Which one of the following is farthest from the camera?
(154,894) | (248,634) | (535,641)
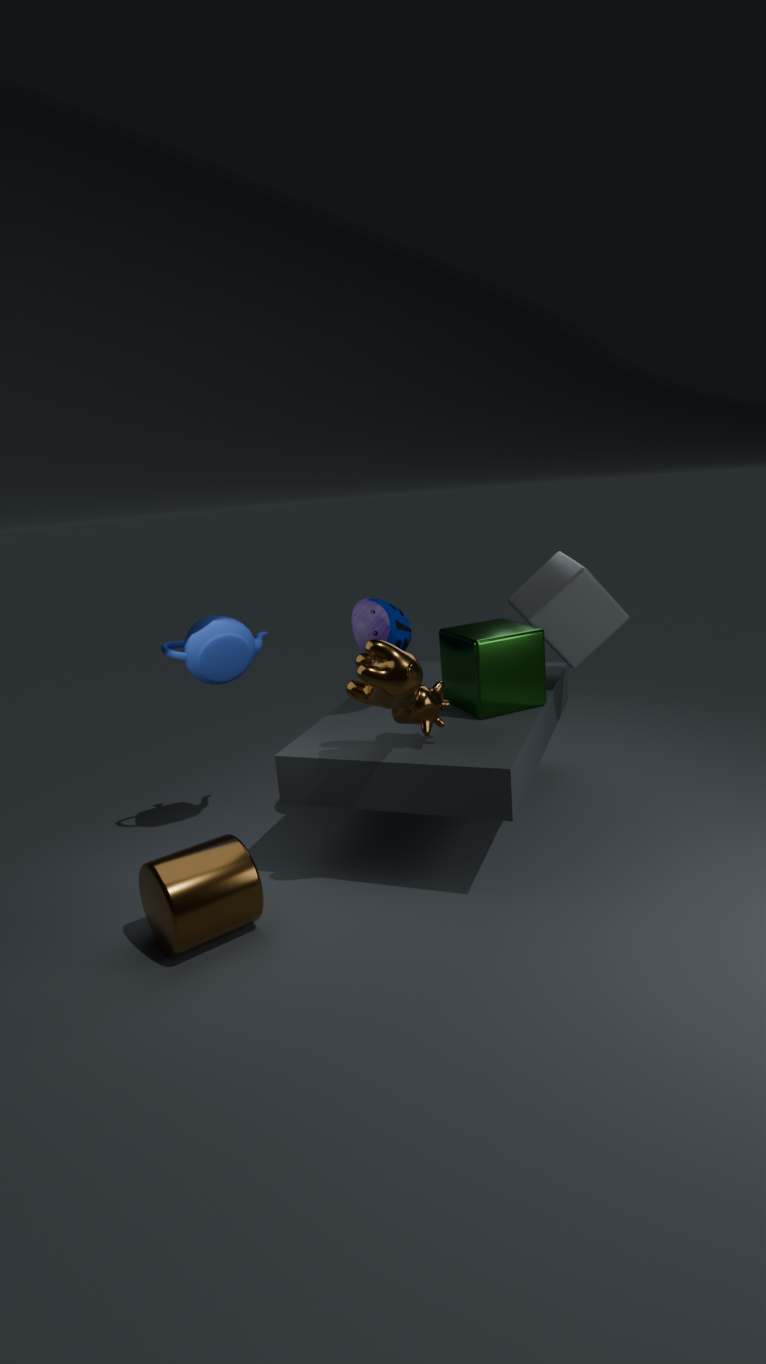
(248,634)
